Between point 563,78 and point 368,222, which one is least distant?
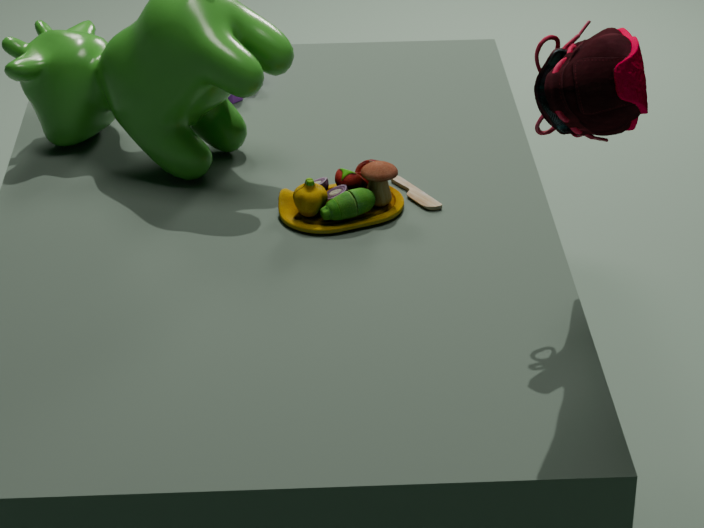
point 563,78
